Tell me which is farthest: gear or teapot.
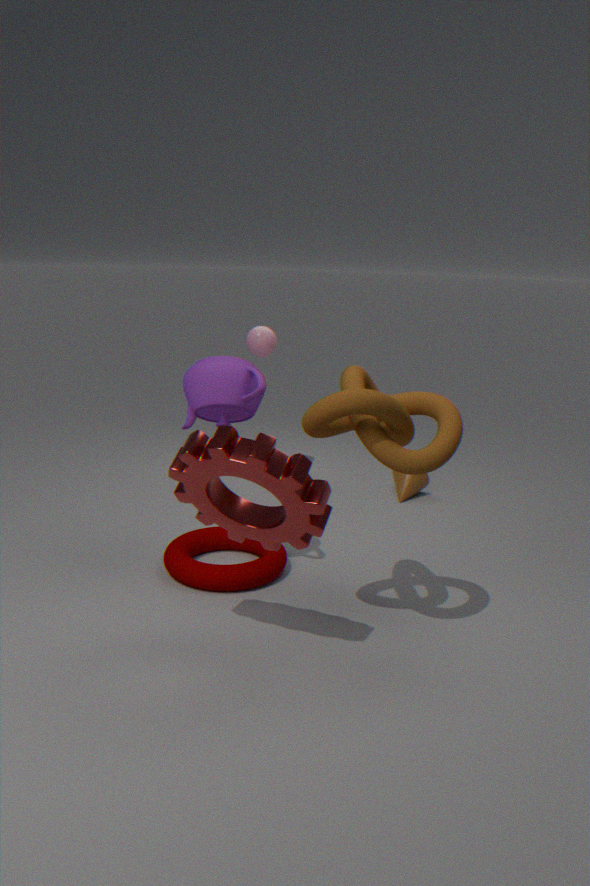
teapot
